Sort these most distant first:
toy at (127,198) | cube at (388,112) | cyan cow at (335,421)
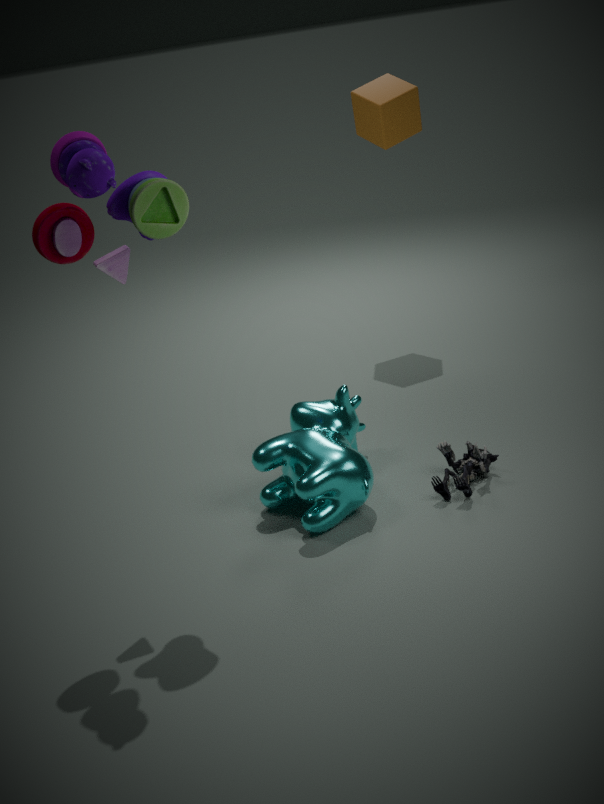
cube at (388,112), cyan cow at (335,421), toy at (127,198)
